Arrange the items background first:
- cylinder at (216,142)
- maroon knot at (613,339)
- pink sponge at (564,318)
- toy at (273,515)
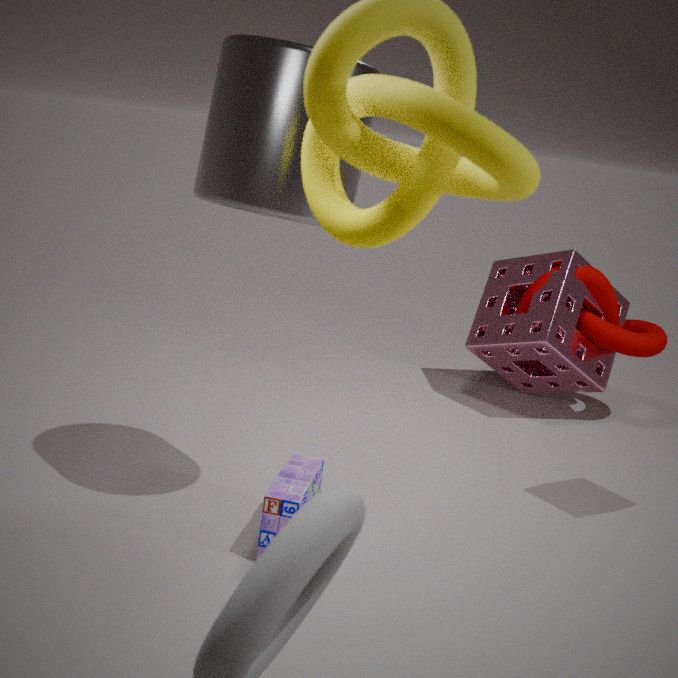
1. maroon knot at (613,339)
2. pink sponge at (564,318)
3. toy at (273,515)
4. cylinder at (216,142)
